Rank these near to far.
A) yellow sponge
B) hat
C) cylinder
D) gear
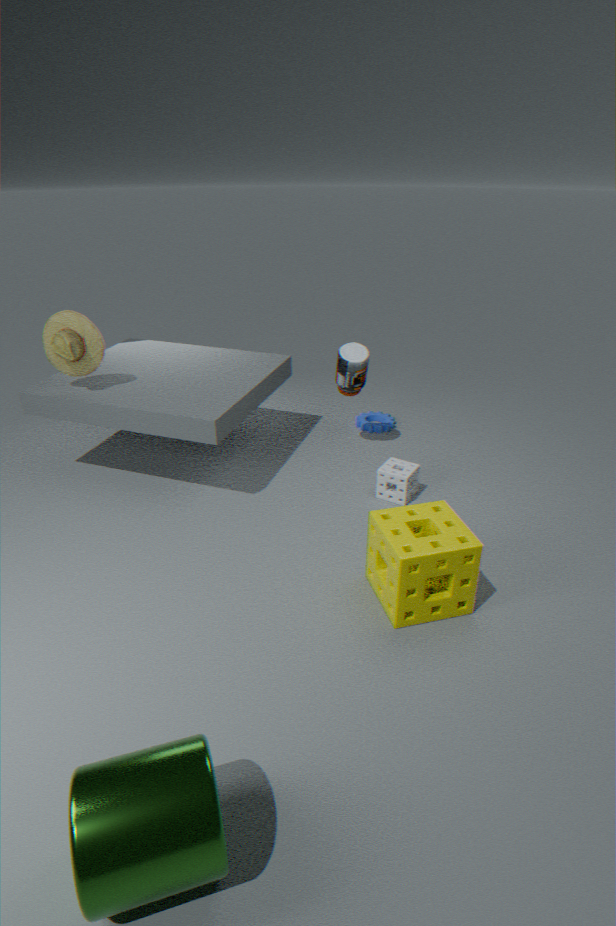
C. cylinder
A. yellow sponge
B. hat
D. gear
